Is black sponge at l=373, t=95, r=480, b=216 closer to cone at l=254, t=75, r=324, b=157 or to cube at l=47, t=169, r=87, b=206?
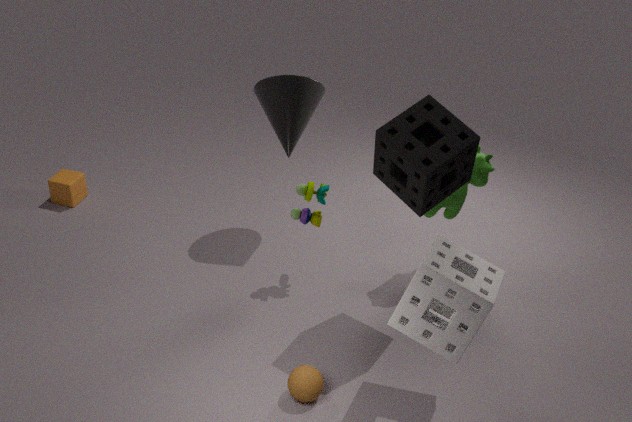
cone at l=254, t=75, r=324, b=157
